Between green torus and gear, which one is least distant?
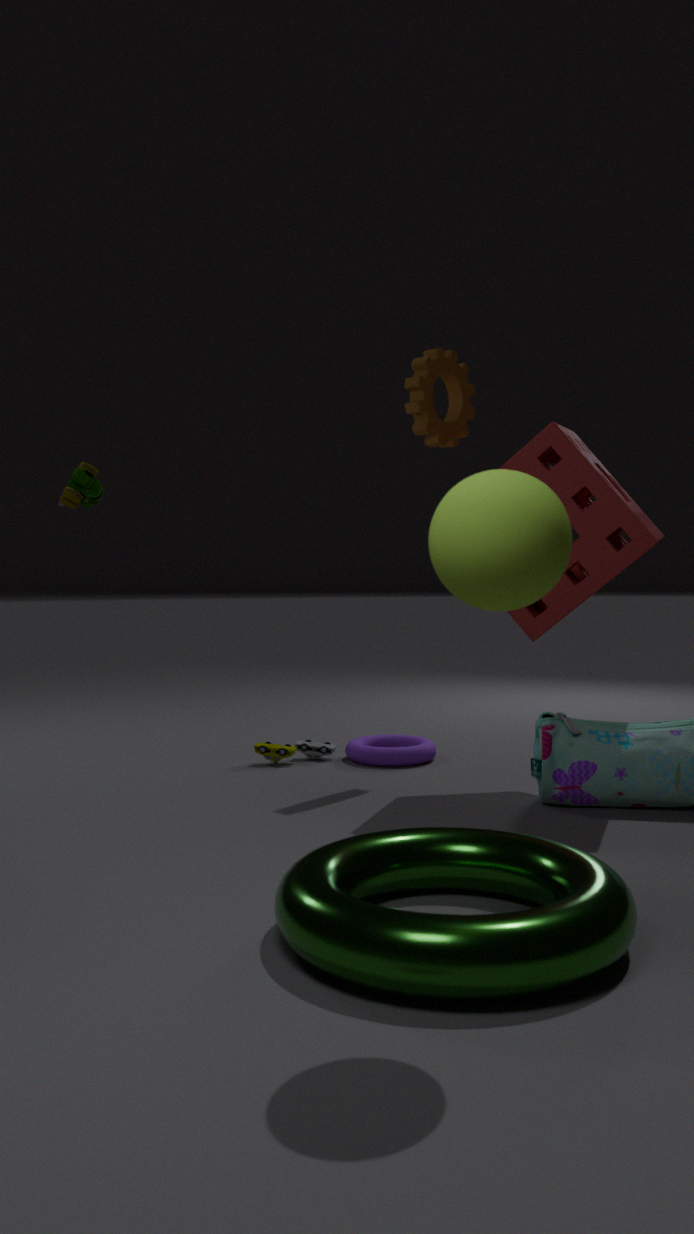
green torus
